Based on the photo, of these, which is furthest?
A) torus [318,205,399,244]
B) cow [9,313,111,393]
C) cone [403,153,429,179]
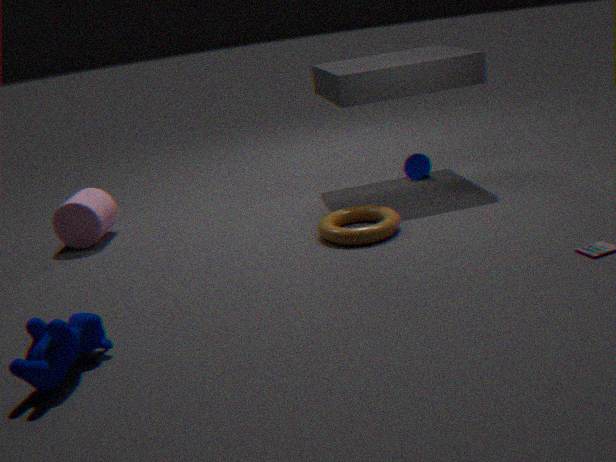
cone [403,153,429,179]
